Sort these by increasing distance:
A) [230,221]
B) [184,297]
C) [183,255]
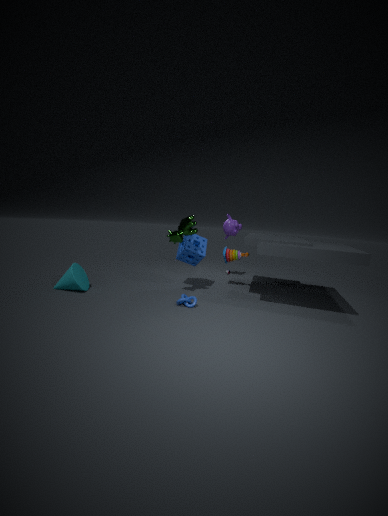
1. [184,297]
2. [183,255]
3. [230,221]
